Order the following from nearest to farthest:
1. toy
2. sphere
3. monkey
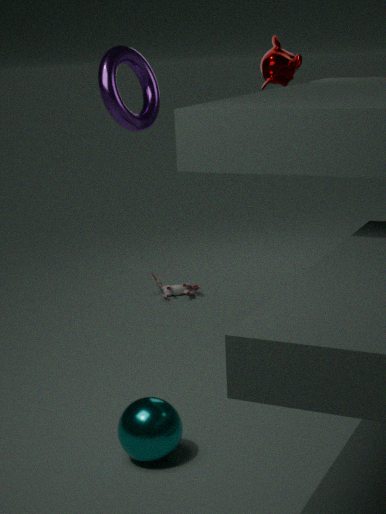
sphere → monkey → toy
